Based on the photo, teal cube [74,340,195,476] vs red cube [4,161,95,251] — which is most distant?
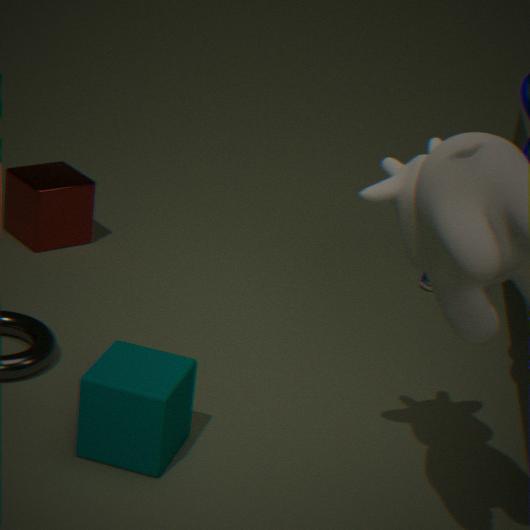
red cube [4,161,95,251]
